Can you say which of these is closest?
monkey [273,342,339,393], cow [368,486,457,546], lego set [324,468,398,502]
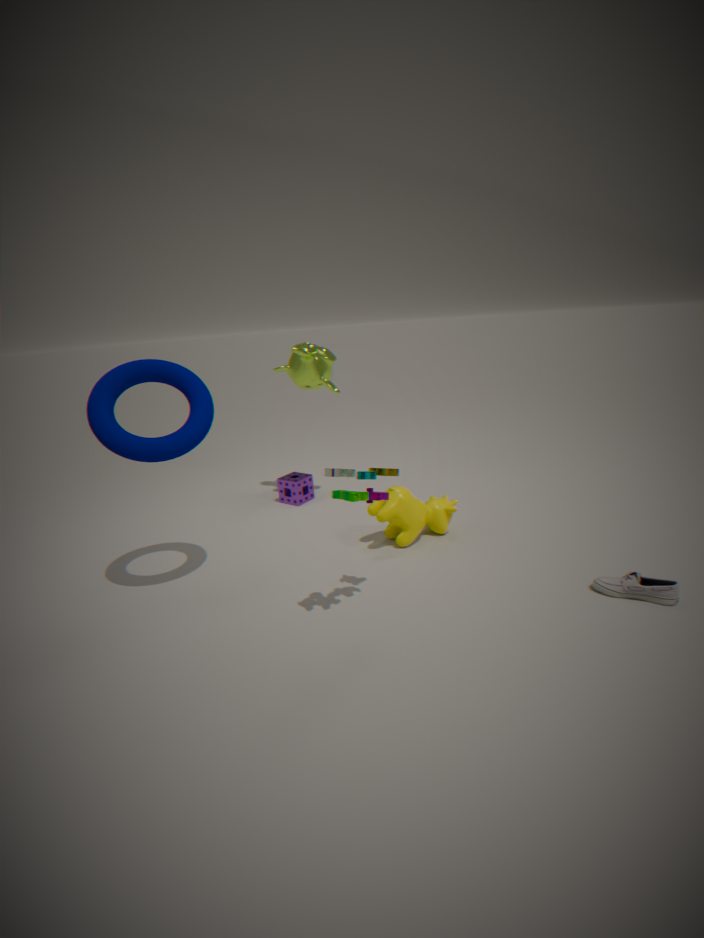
lego set [324,468,398,502]
